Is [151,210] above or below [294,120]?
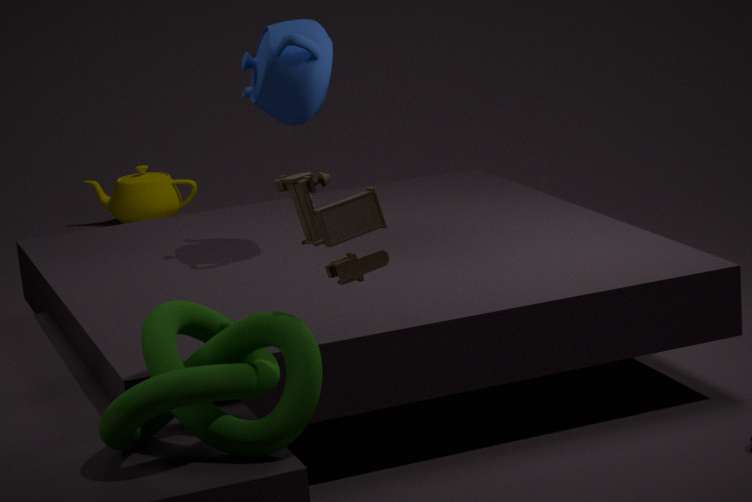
below
